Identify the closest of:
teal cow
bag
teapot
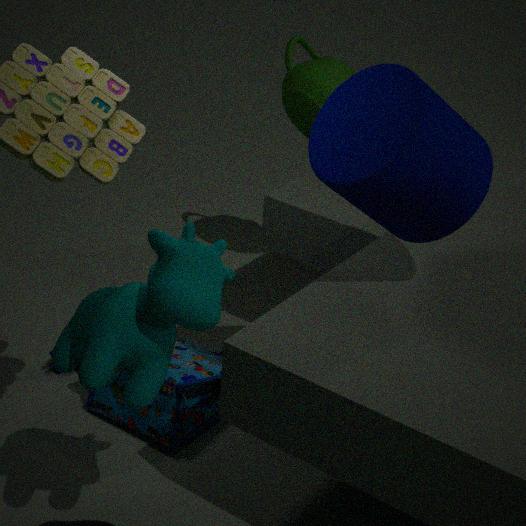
teal cow
